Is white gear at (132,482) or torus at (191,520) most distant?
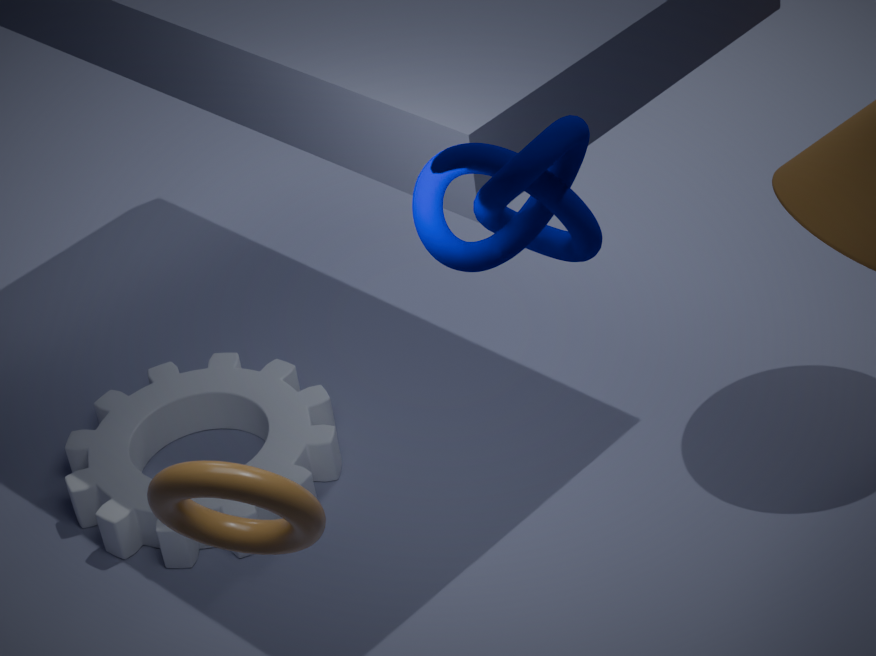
white gear at (132,482)
